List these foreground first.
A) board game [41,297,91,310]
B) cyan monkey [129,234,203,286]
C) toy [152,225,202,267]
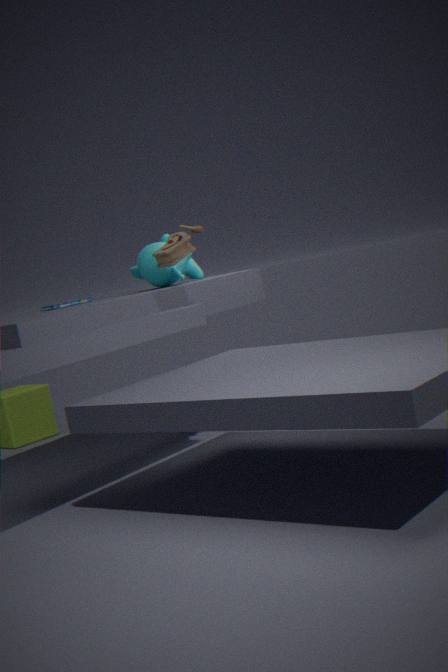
toy [152,225,202,267], cyan monkey [129,234,203,286], board game [41,297,91,310]
